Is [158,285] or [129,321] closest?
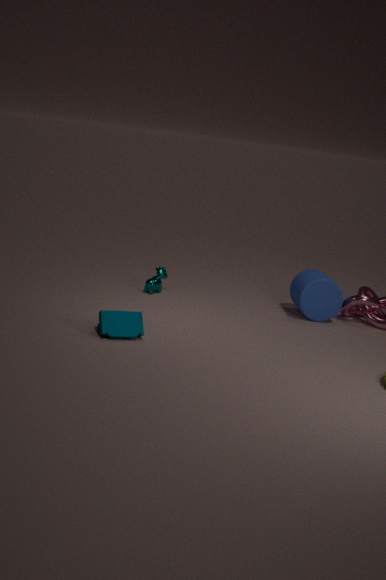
[129,321]
